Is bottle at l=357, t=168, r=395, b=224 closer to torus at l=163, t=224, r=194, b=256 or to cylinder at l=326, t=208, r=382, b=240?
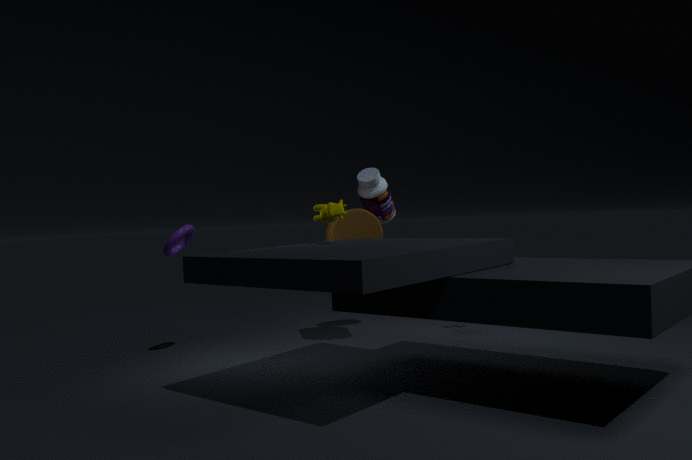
cylinder at l=326, t=208, r=382, b=240
